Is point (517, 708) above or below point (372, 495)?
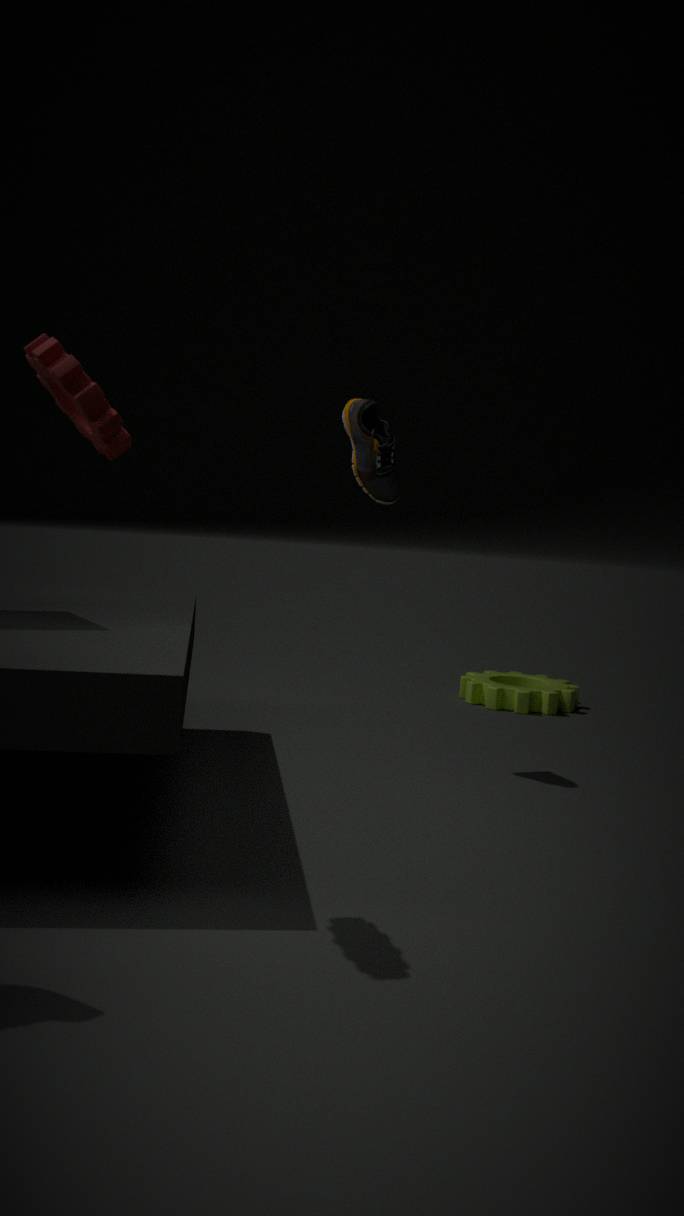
below
